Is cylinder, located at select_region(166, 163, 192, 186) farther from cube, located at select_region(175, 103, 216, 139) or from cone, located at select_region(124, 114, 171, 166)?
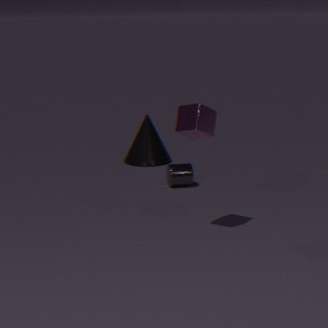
cube, located at select_region(175, 103, 216, 139)
